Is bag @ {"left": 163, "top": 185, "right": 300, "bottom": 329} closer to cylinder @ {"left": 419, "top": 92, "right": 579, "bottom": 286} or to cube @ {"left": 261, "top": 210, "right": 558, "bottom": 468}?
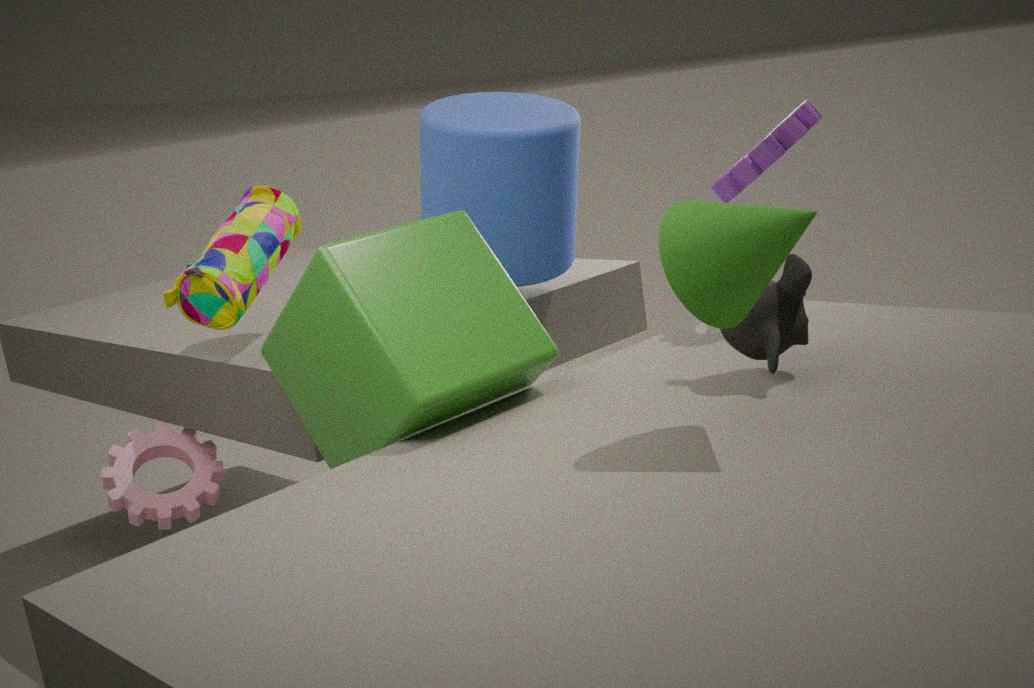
cube @ {"left": 261, "top": 210, "right": 558, "bottom": 468}
